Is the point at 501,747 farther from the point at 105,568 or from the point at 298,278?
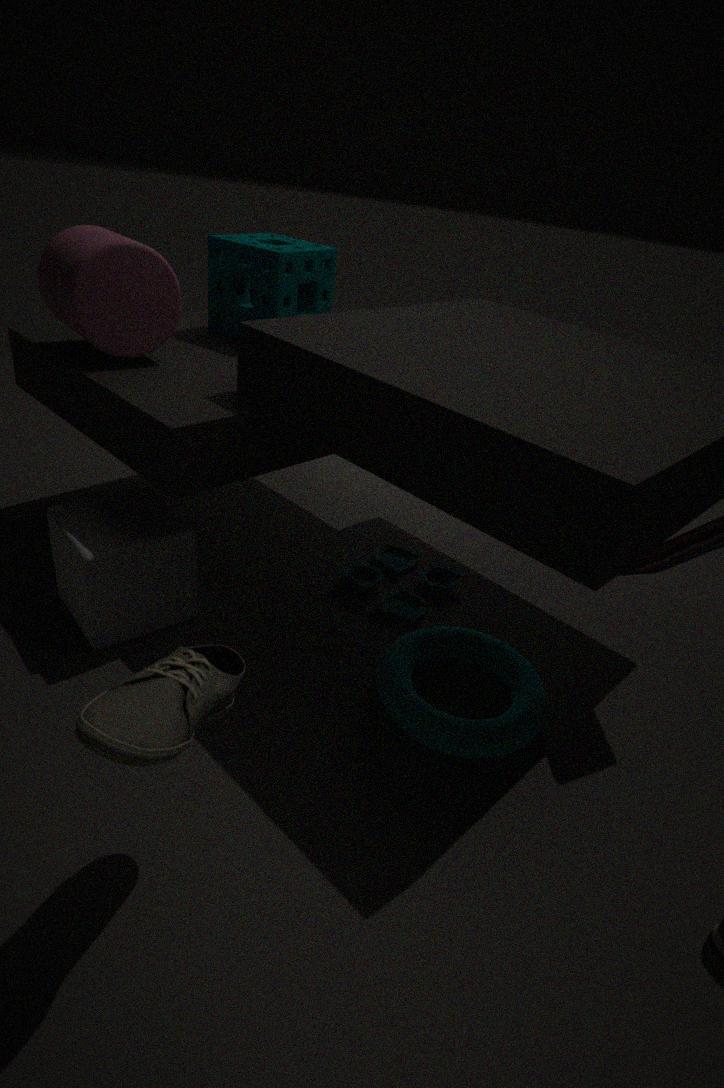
the point at 298,278
